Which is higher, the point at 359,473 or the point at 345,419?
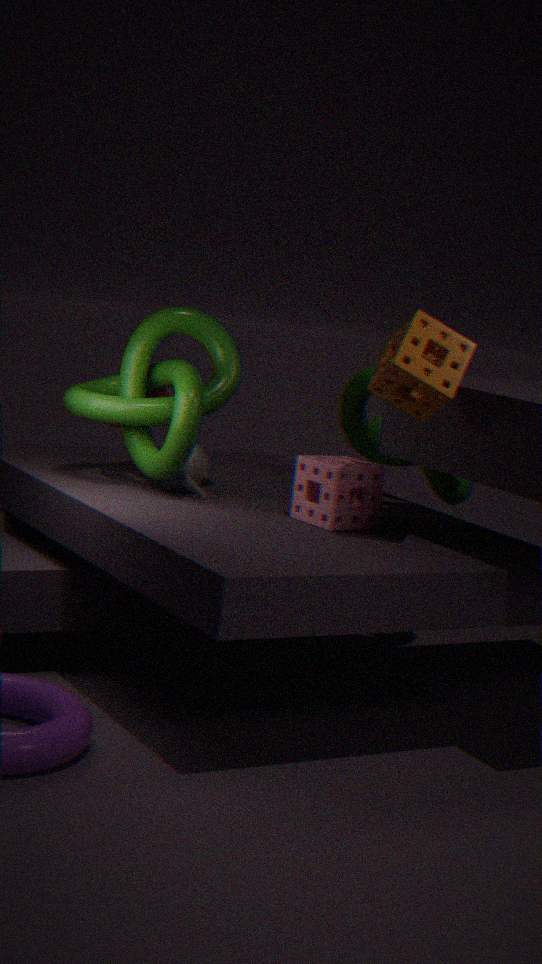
the point at 345,419
